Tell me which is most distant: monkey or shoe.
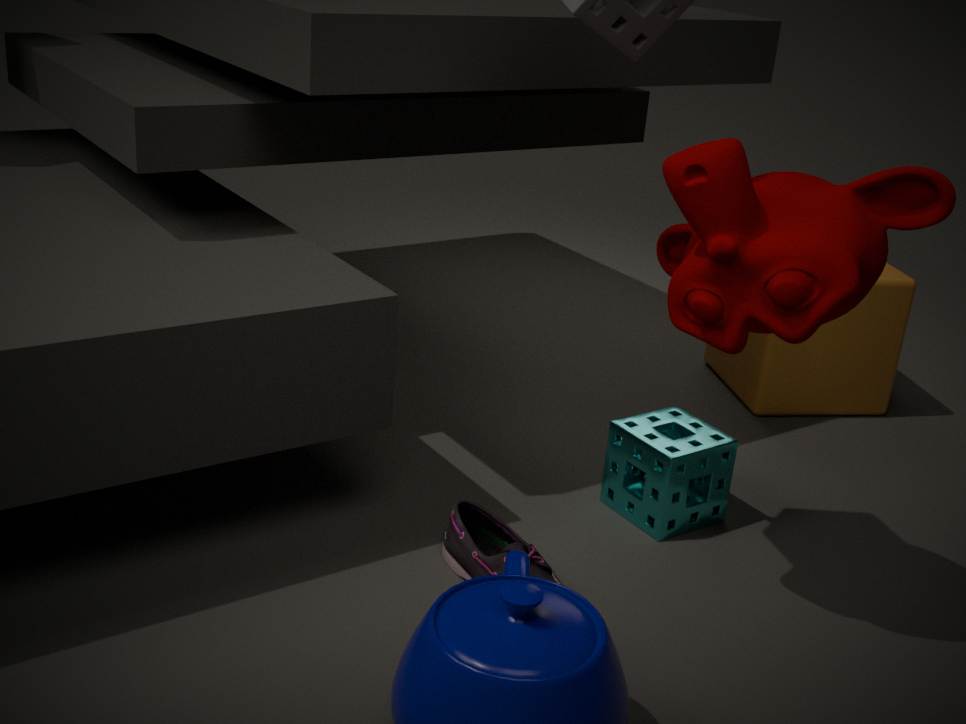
shoe
